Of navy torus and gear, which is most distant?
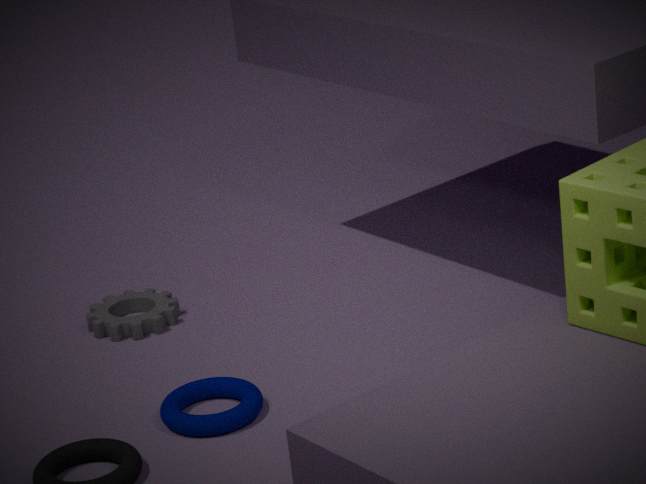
gear
